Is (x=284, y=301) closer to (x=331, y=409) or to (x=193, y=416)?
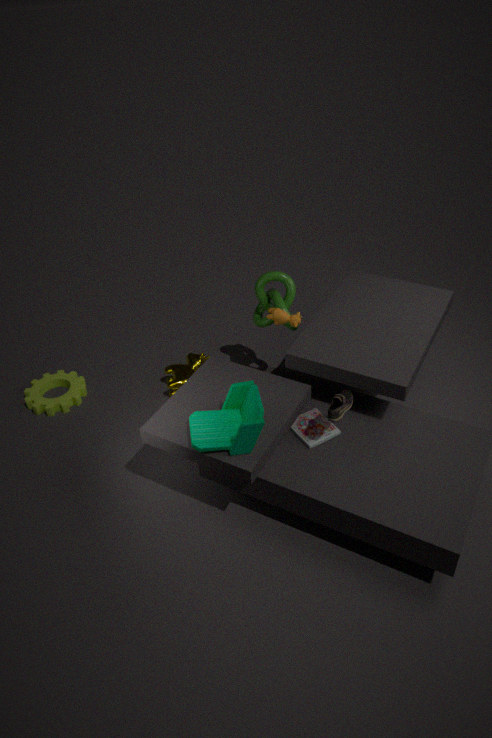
(x=331, y=409)
